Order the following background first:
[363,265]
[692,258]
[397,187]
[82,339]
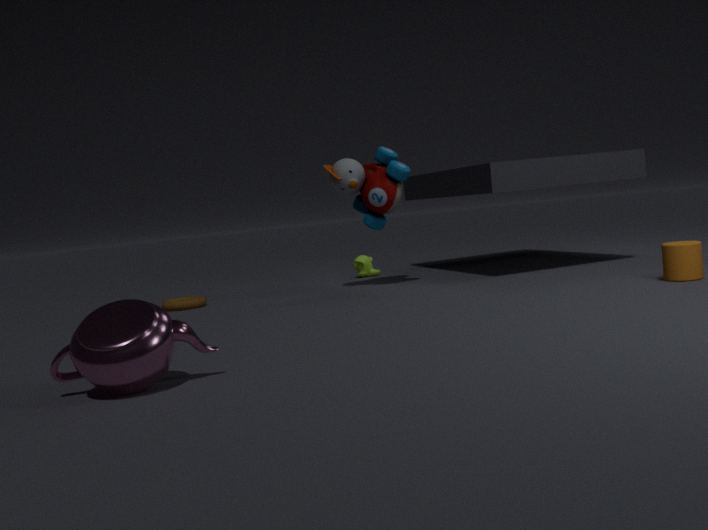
1. [363,265]
2. [397,187]
3. [692,258]
4. [82,339]
